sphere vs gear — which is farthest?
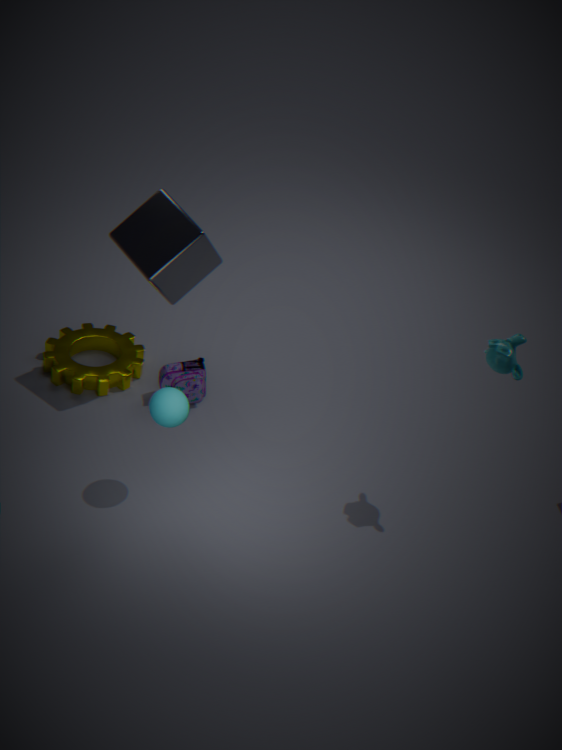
gear
